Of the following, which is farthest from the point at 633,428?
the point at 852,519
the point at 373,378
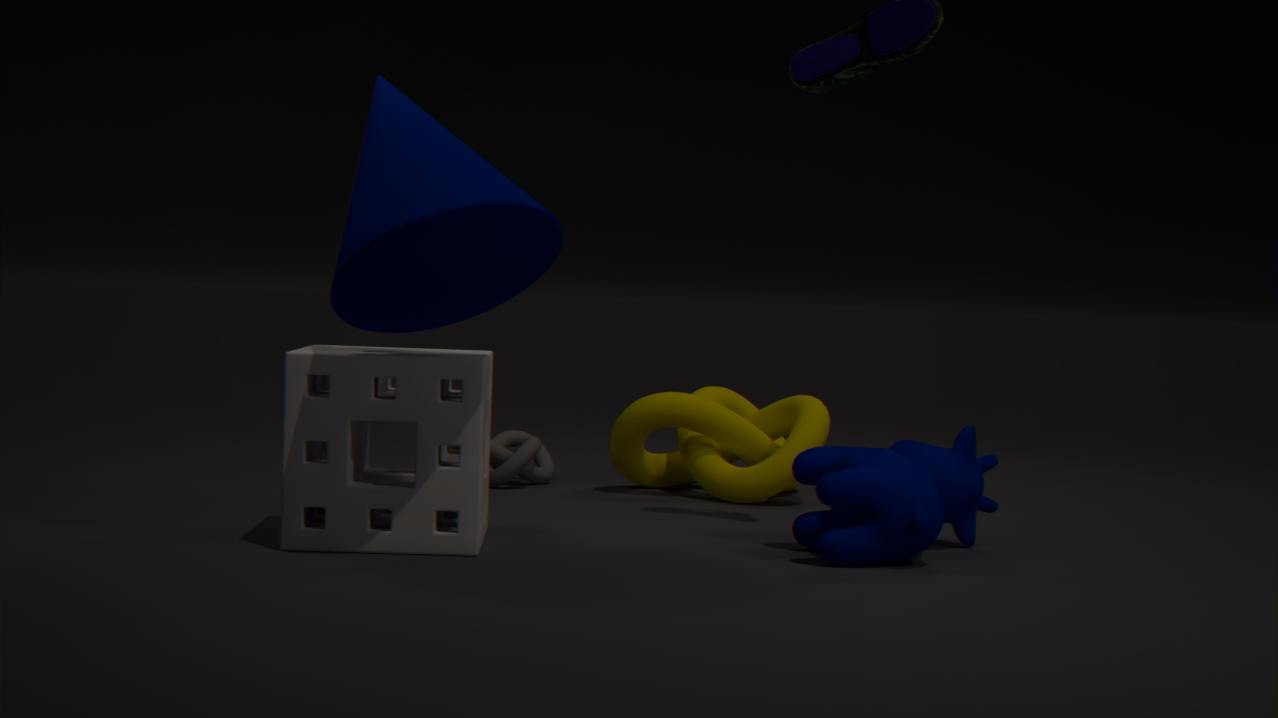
the point at 373,378
